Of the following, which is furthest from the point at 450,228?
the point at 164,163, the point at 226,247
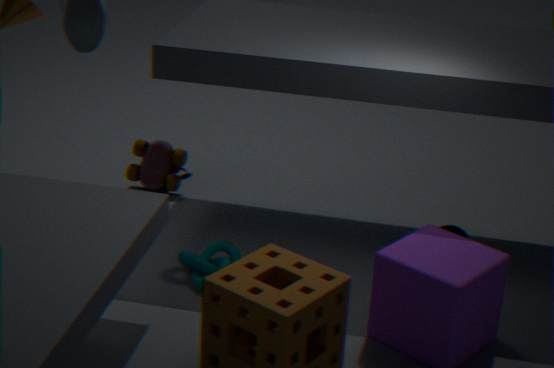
the point at 164,163
